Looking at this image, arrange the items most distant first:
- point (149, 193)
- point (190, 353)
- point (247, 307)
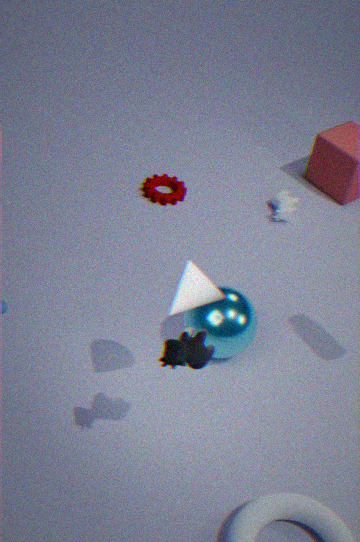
point (149, 193) < point (247, 307) < point (190, 353)
